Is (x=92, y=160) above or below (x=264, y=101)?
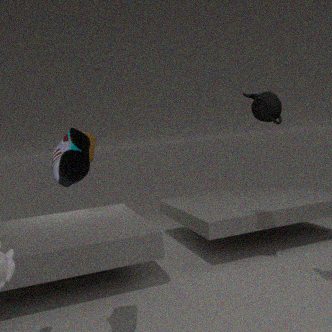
below
